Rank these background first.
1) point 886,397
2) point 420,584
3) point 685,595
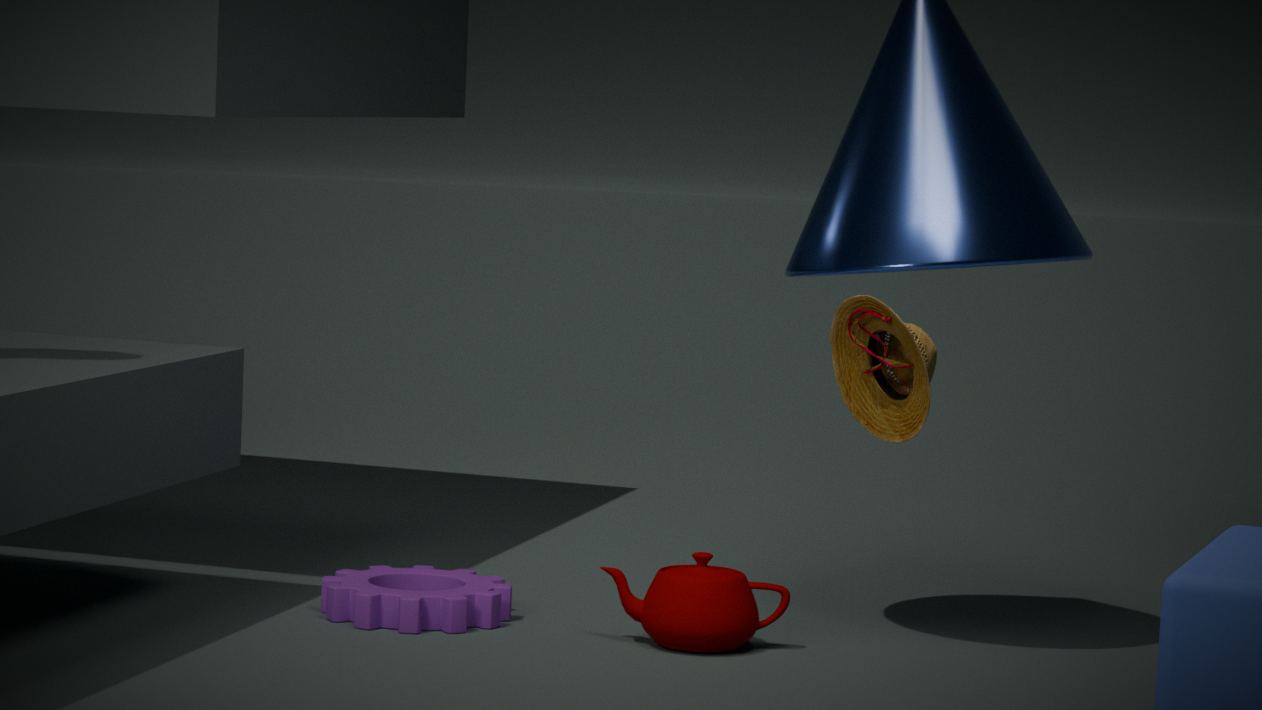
1. 2. point 420,584
2. 3. point 685,595
3. 1. point 886,397
